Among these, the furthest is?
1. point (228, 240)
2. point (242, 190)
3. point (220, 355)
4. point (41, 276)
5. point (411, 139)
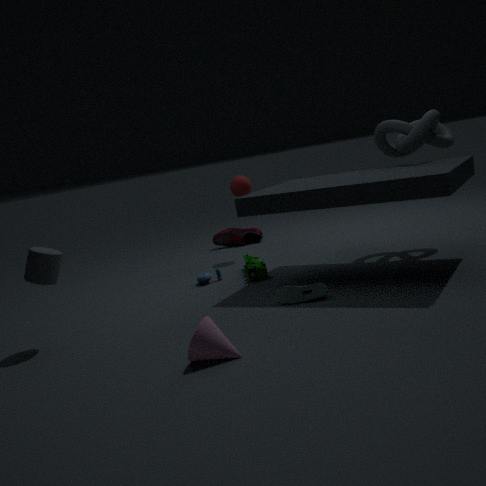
point (228, 240)
